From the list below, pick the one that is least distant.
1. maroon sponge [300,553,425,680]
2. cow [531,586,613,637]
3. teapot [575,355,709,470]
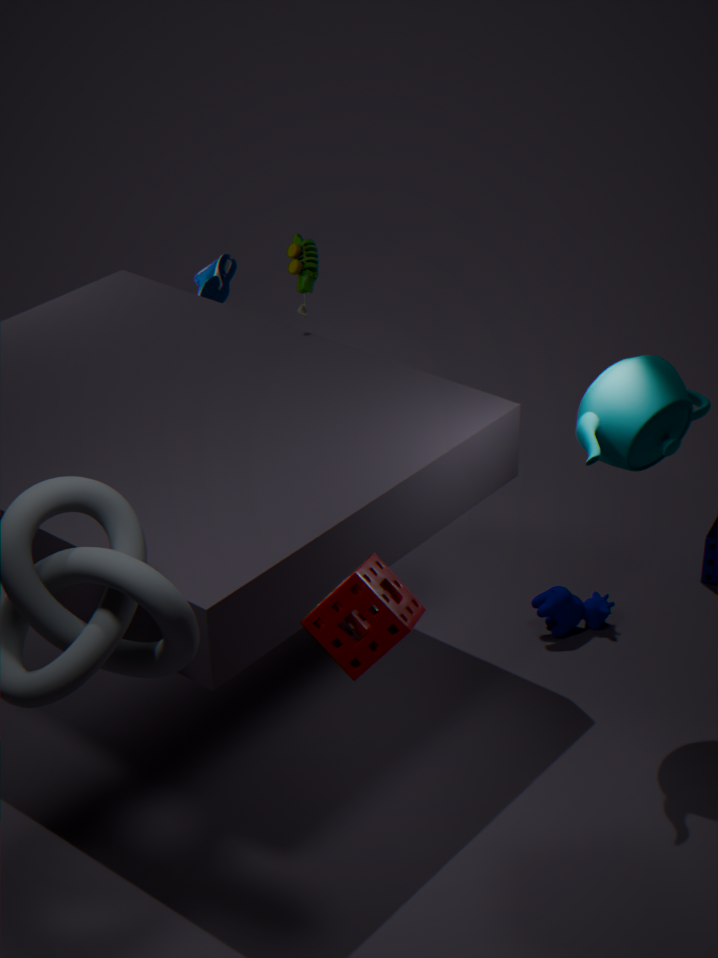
maroon sponge [300,553,425,680]
